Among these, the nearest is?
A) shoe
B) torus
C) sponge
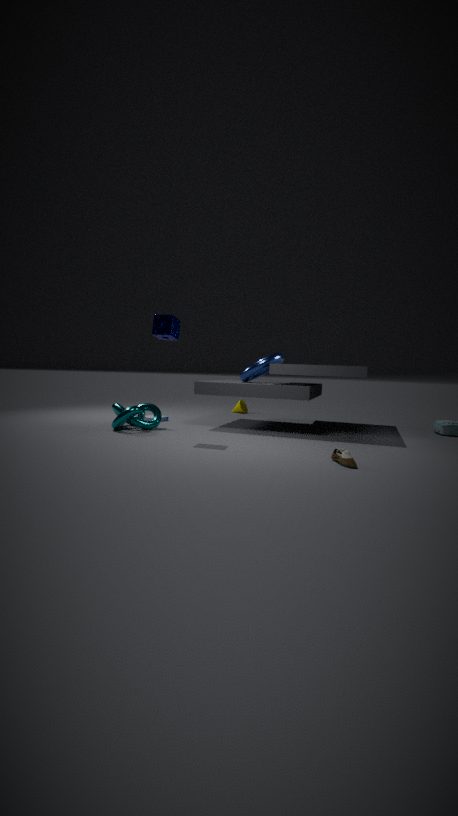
shoe
